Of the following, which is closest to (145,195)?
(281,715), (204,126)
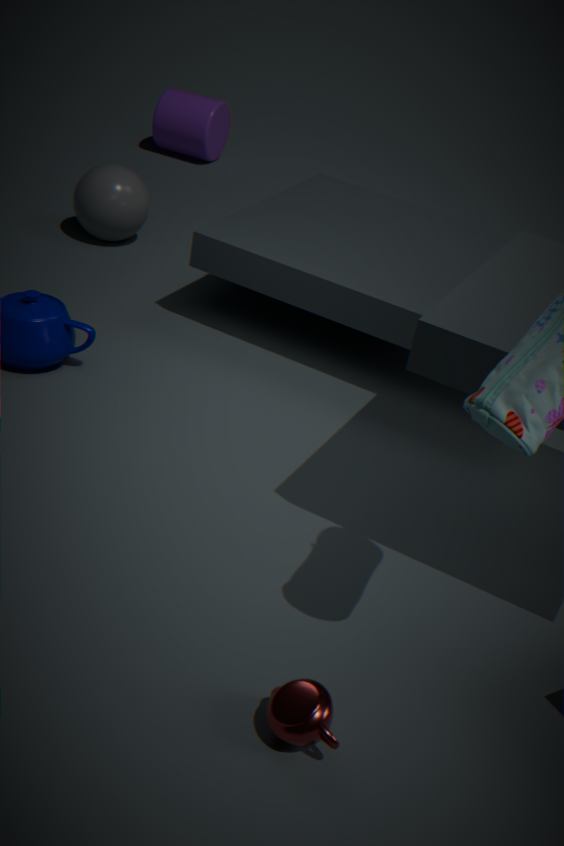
(204,126)
